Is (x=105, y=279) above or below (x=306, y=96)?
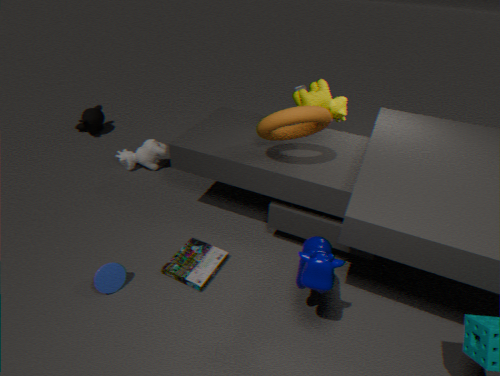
below
